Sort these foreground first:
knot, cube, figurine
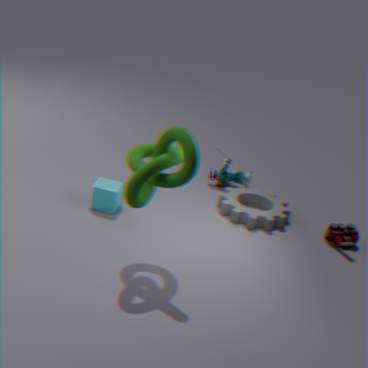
knot
cube
figurine
